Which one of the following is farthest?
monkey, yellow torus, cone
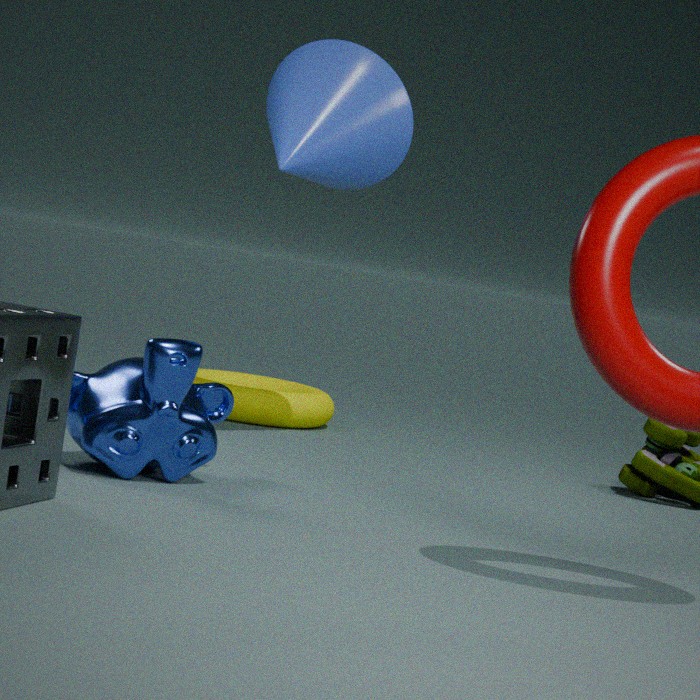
yellow torus
